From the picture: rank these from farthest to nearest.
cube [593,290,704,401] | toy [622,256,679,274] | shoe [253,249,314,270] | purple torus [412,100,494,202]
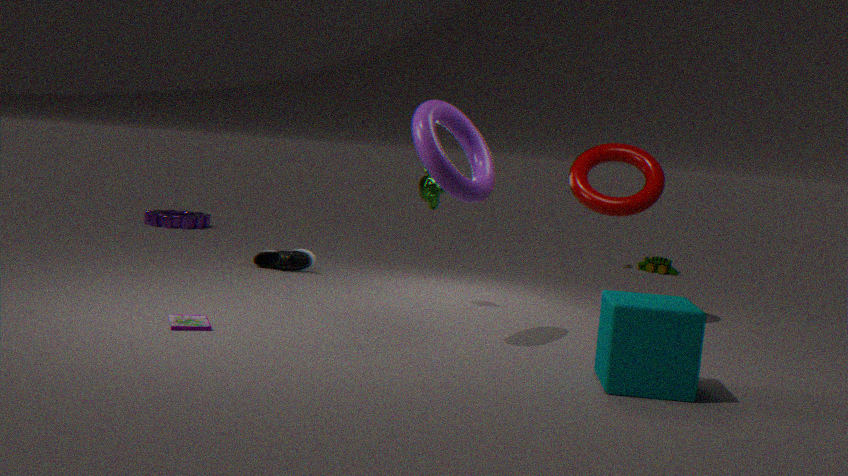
1. toy [622,256,679,274]
2. shoe [253,249,314,270]
3. purple torus [412,100,494,202]
4. cube [593,290,704,401]
